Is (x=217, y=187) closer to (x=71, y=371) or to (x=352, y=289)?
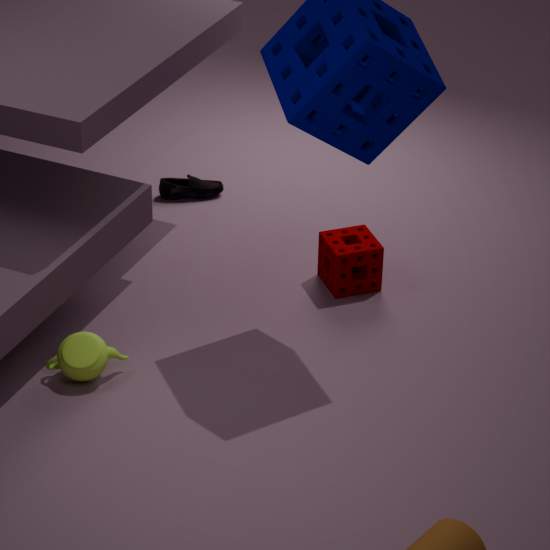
(x=352, y=289)
